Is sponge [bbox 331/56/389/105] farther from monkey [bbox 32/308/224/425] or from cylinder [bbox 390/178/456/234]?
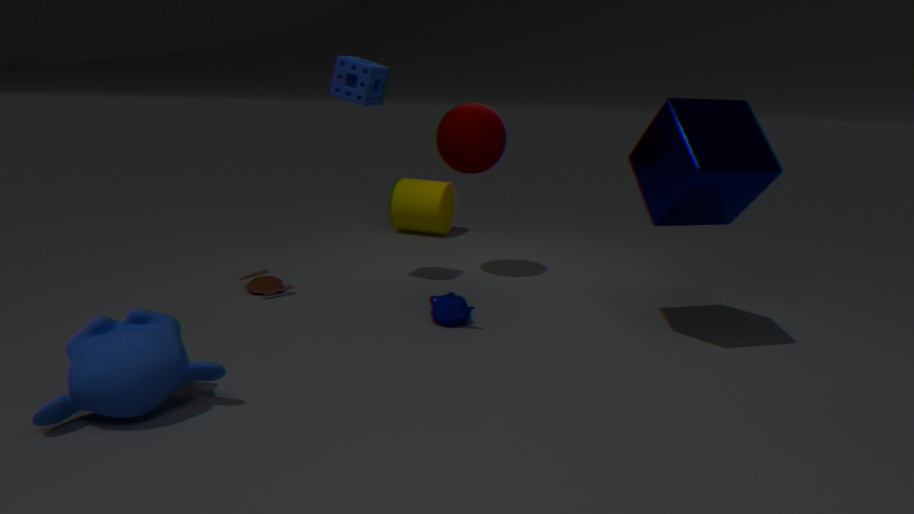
monkey [bbox 32/308/224/425]
